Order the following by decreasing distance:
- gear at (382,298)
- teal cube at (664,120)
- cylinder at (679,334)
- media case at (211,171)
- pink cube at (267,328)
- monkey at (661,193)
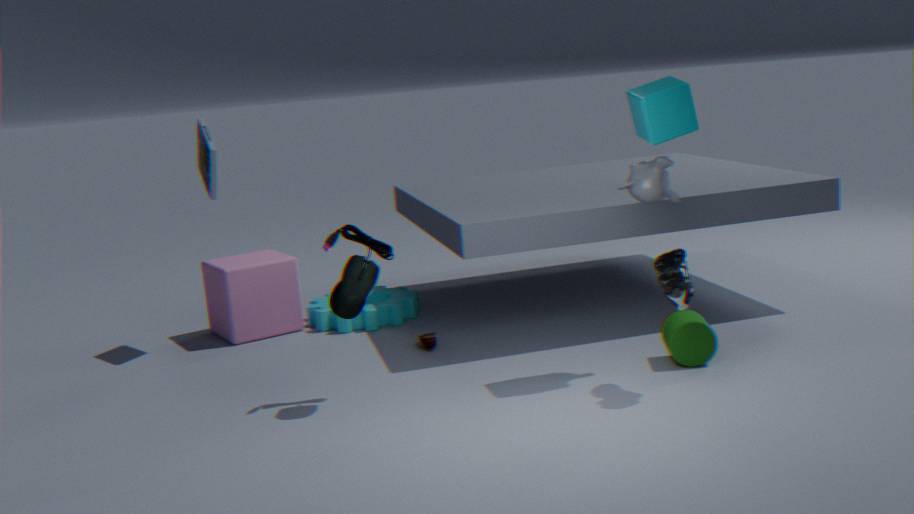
1. gear at (382,298)
2. pink cube at (267,328)
3. media case at (211,171)
4. cylinder at (679,334)
5. monkey at (661,193)
6. teal cube at (664,120)
